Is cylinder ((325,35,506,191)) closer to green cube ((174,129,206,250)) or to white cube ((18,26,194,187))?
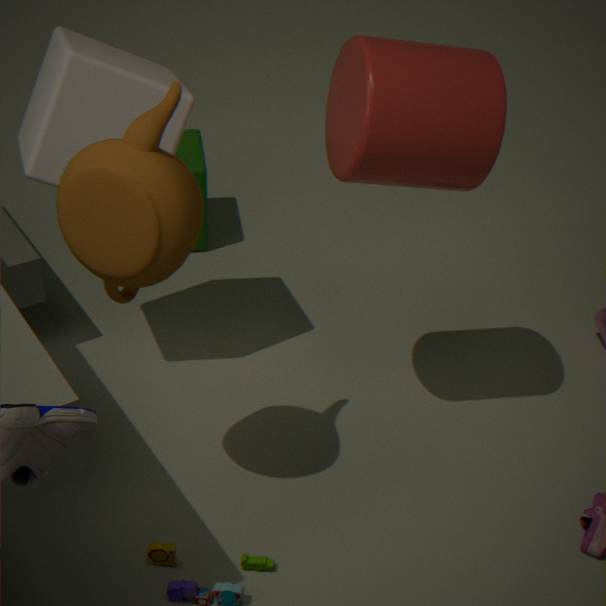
white cube ((18,26,194,187))
